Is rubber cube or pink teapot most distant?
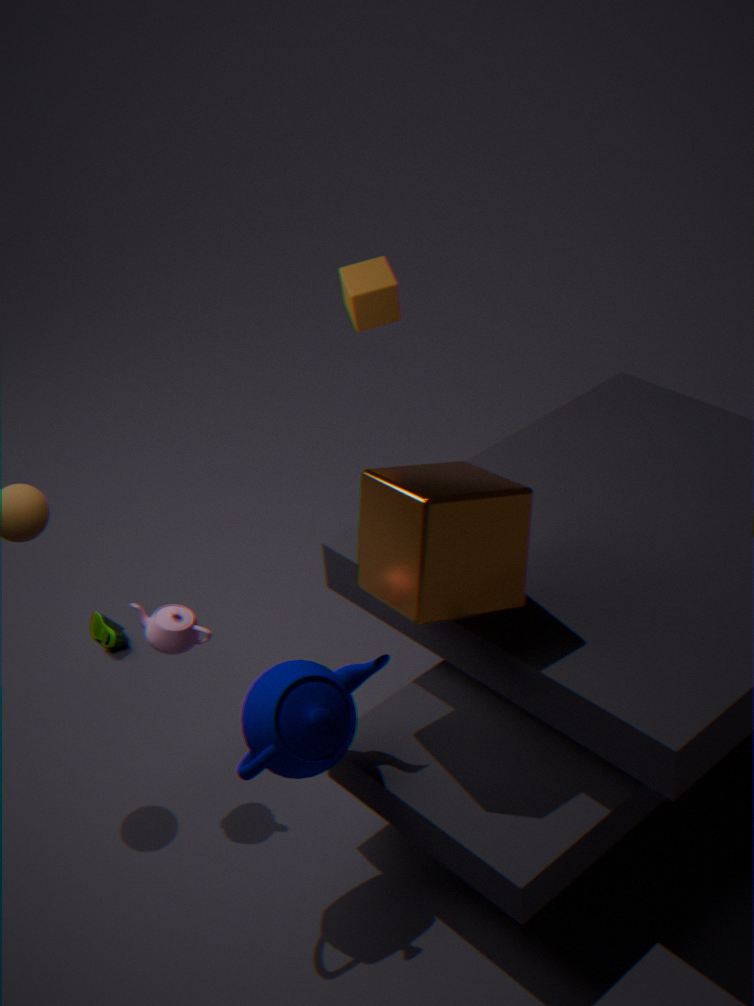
rubber cube
